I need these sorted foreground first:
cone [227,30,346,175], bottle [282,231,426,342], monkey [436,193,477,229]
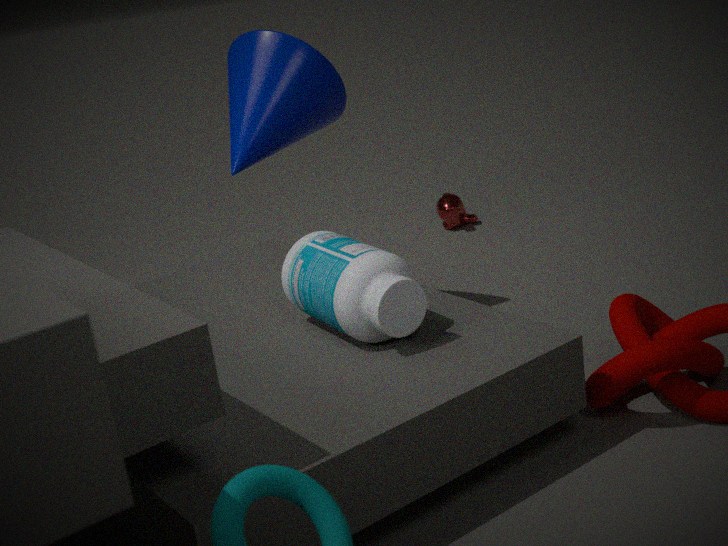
bottle [282,231,426,342] → cone [227,30,346,175] → monkey [436,193,477,229]
